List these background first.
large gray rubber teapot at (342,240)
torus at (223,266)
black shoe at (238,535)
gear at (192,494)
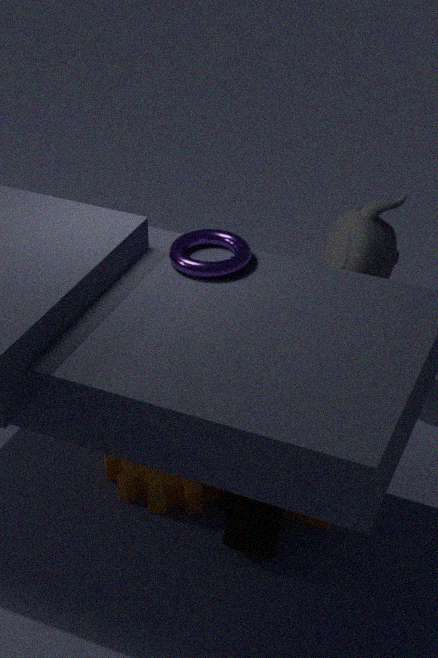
large gray rubber teapot at (342,240) → gear at (192,494) → black shoe at (238,535) → torus at (223,266)
